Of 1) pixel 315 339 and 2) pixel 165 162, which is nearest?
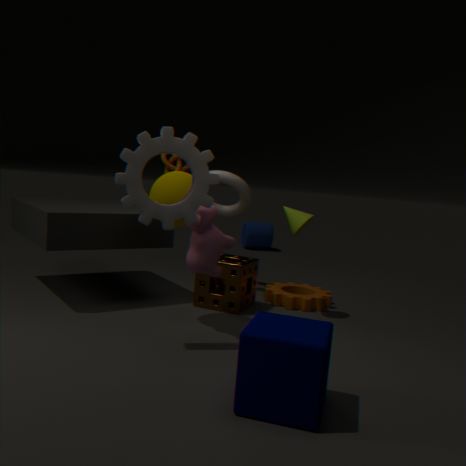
1. pixel 315 339
